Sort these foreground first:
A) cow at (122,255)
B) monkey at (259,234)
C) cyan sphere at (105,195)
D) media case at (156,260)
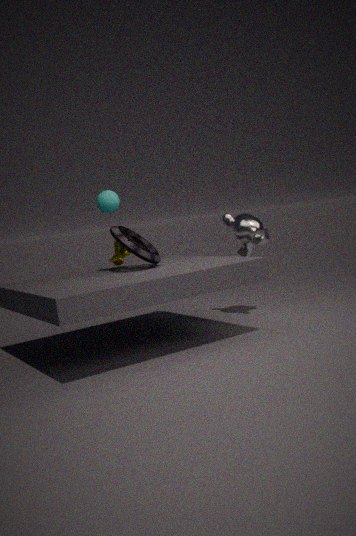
D. media case at (156,260), C. cyan sphere at (105,195), A. cow at (122,255), B. monkey at (259,234)
